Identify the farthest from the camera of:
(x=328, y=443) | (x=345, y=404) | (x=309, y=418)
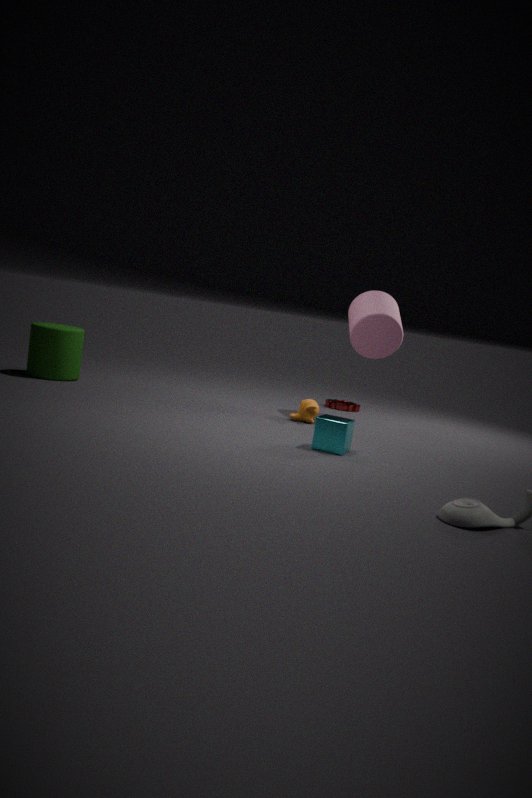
(x=345, y=404)
